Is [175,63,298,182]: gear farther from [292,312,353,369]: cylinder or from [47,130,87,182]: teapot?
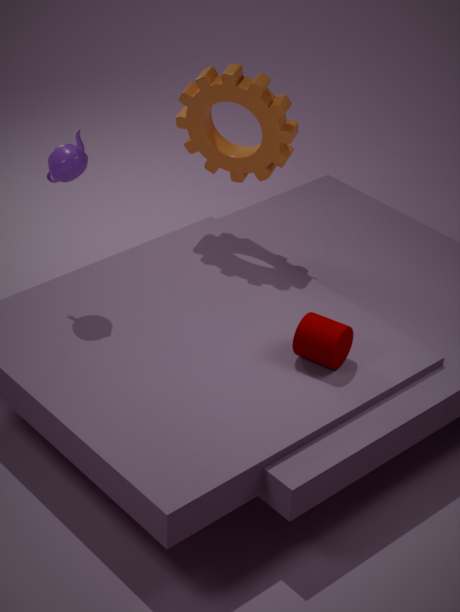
[292,312,353,369]: cylinder
